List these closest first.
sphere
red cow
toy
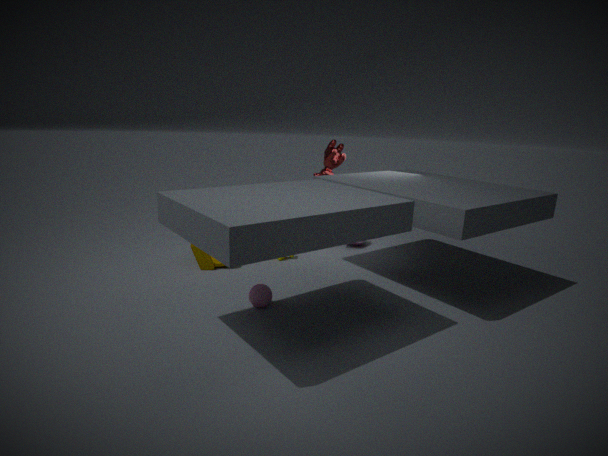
1. sphere
2. toy
3. red cow
